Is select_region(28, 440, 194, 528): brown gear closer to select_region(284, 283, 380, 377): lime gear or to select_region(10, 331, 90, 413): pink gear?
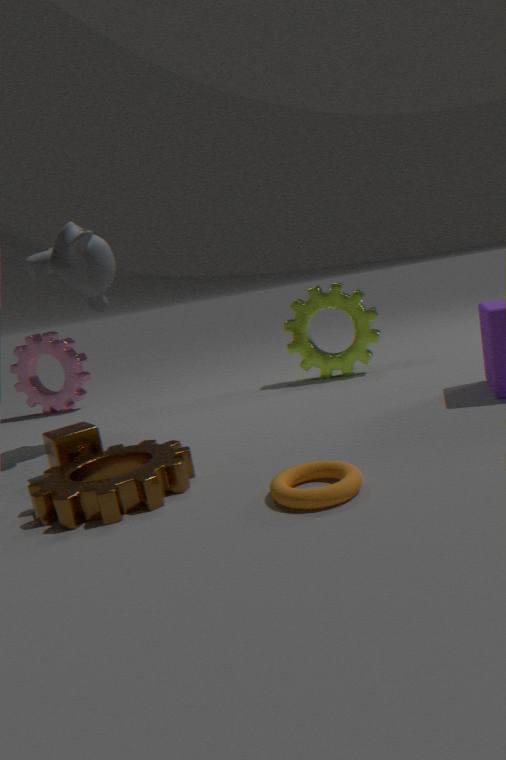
select_region(284, 283, 380, 377): lime gear
